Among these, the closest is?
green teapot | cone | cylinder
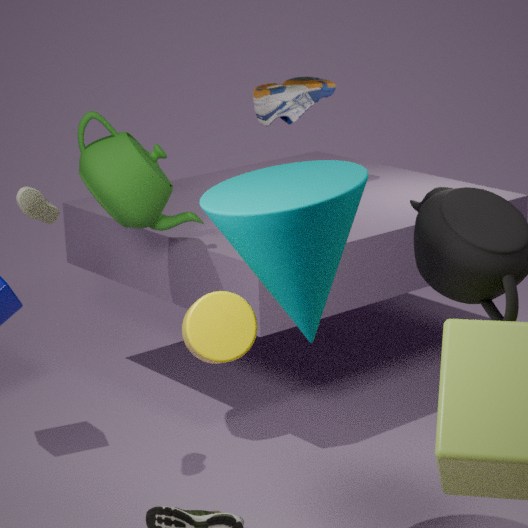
cone
